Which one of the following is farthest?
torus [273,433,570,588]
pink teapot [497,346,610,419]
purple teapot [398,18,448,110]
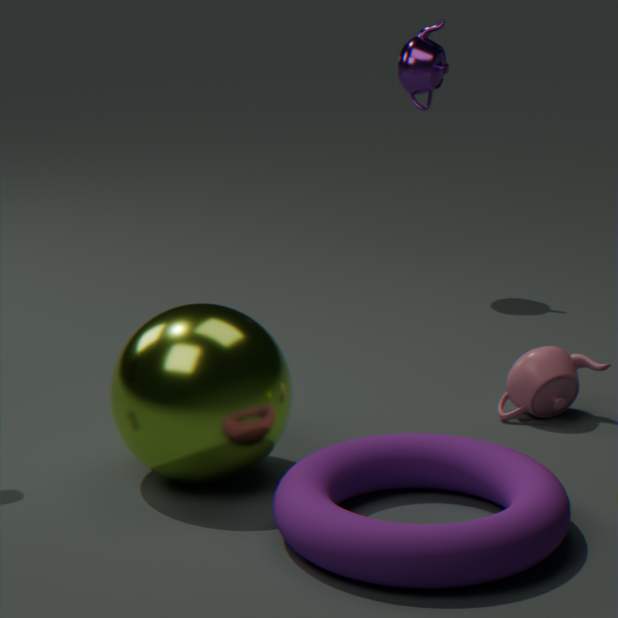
purple teapot [398,18,448,110]
